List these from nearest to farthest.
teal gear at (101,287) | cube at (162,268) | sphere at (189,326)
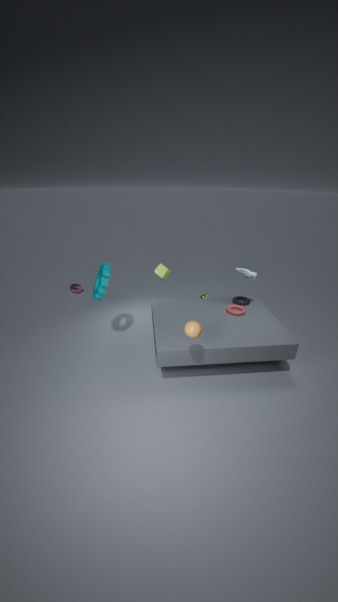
1. sphere at (189,326)
2. teal gear at (101,287)
3. cube at (162,268)
